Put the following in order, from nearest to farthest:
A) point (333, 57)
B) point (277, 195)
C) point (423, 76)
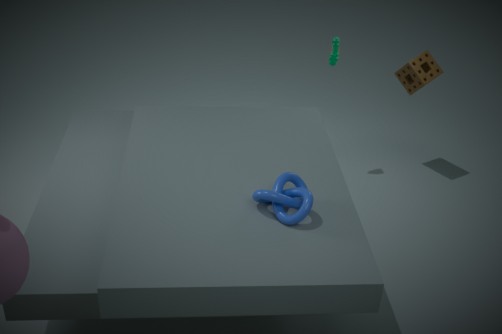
B. point (277, 195) < A. point (333, 57) < C. point (423, 76)
